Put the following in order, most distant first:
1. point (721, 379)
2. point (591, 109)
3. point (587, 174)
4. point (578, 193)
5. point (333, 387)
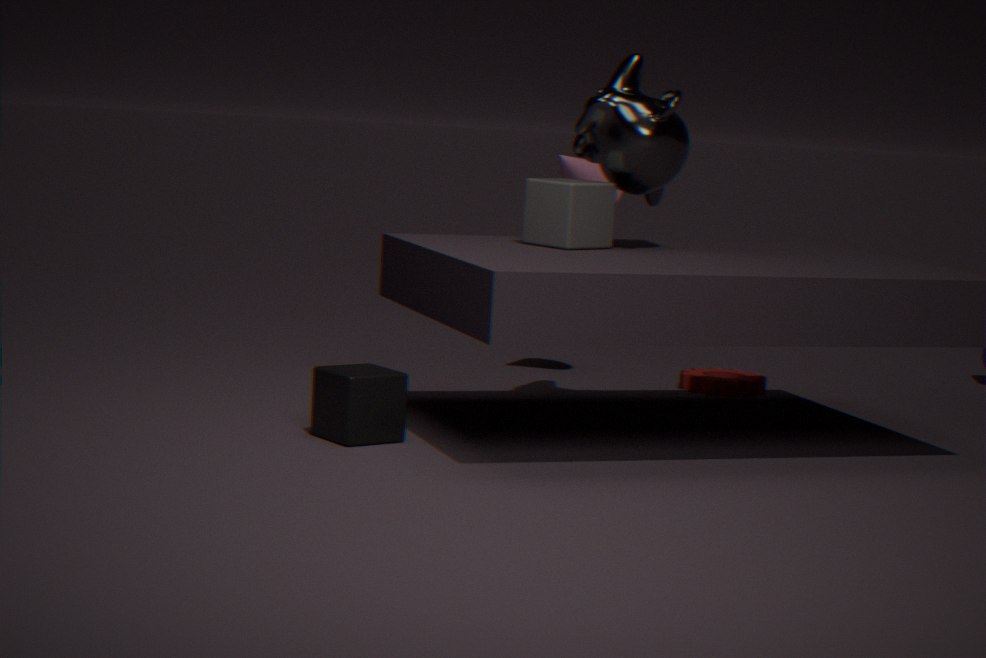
point (721, 379) → point (587, 174) → point (591, 109) → point (578, 193) → point (333, 387)
